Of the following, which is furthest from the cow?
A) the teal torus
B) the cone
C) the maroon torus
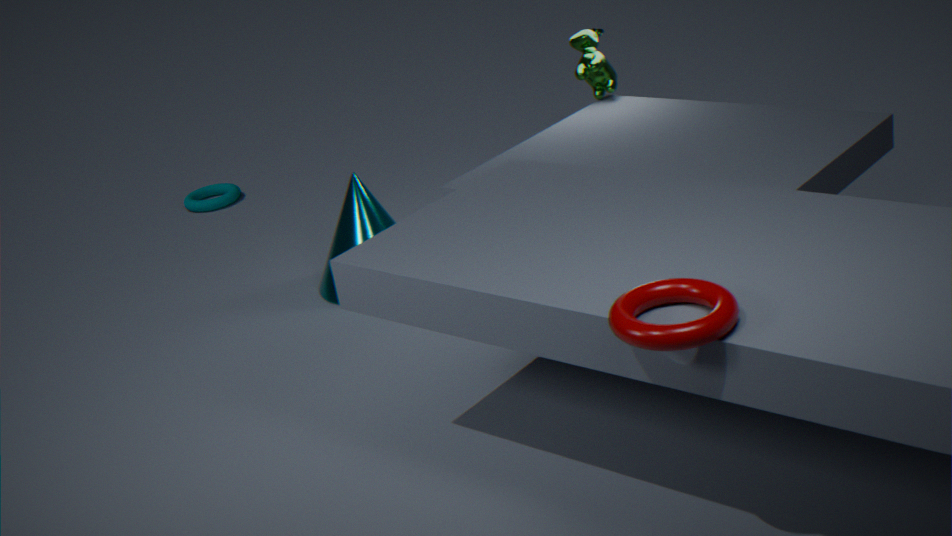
the teal torus
